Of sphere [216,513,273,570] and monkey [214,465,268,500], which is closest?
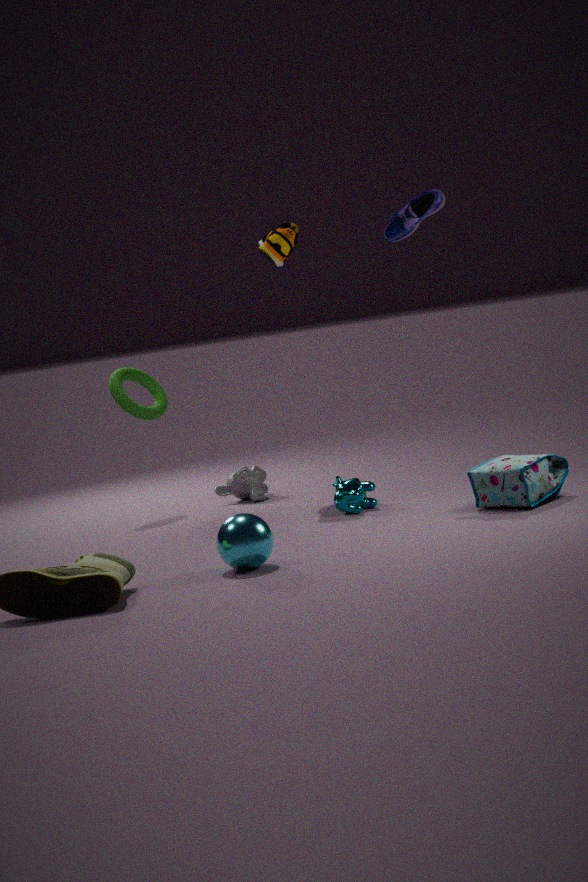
sphere [216,513,273,570]
